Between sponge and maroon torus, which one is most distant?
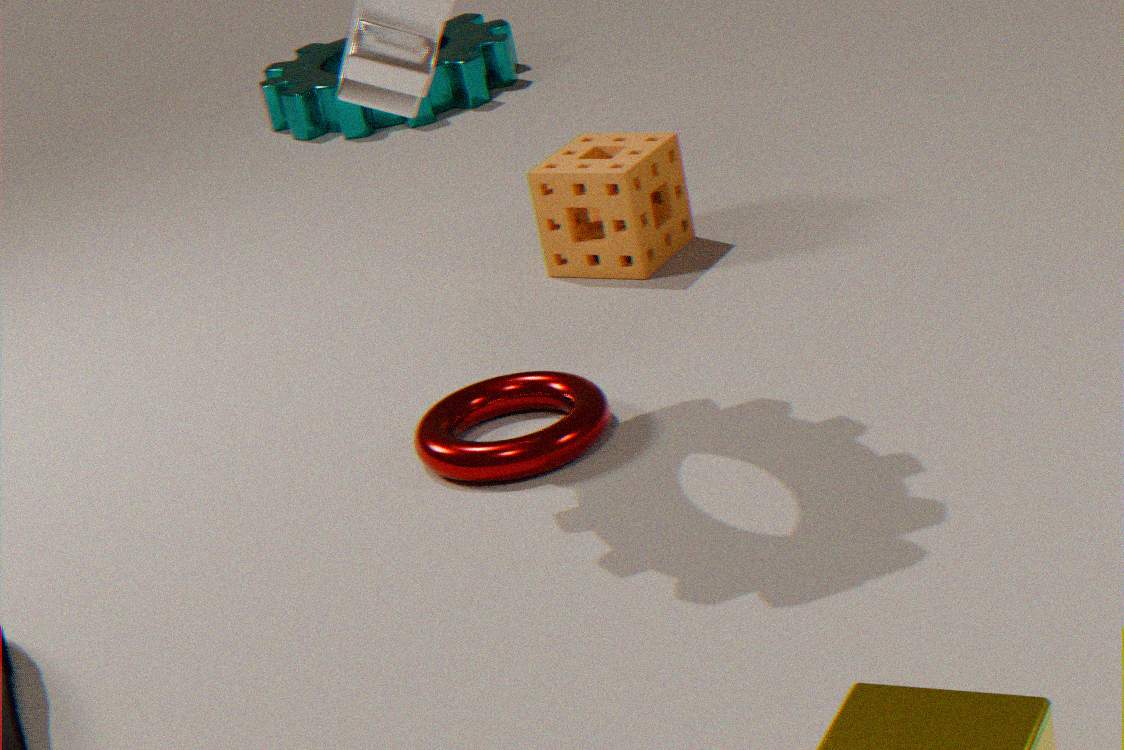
sponge
